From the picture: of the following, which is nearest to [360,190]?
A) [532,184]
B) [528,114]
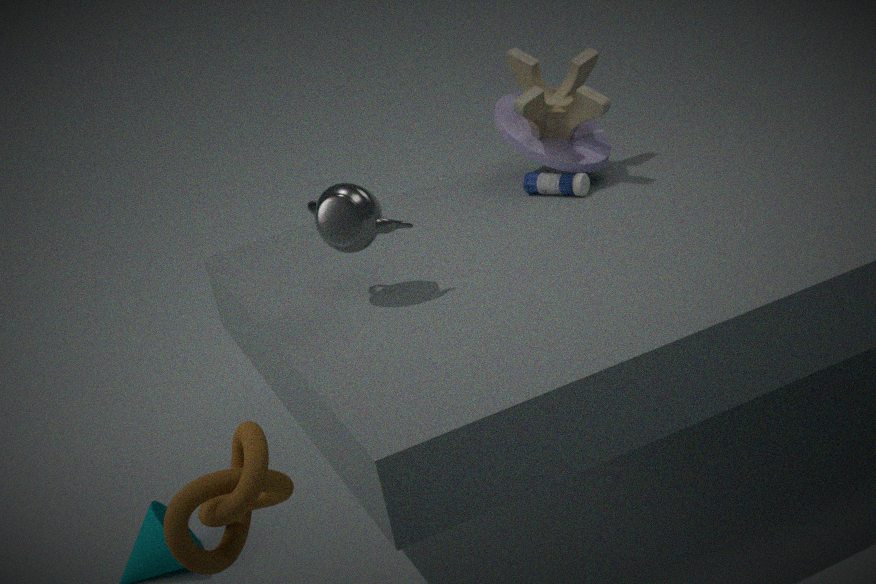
[532,184]
